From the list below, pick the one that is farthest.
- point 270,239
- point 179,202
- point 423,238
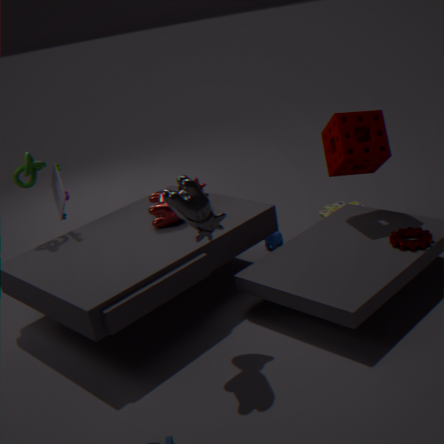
point 270,239
